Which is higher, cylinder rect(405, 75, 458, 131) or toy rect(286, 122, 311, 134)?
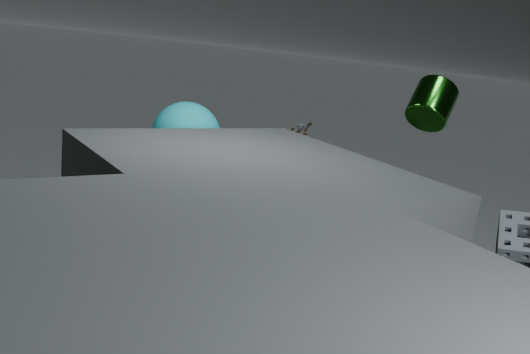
cylinder rect(405, 75, 458, 131)
